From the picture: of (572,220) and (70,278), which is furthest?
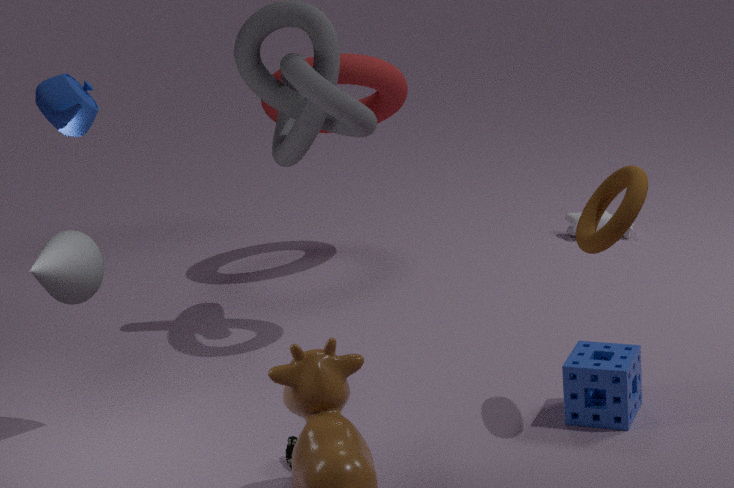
(572,220)
